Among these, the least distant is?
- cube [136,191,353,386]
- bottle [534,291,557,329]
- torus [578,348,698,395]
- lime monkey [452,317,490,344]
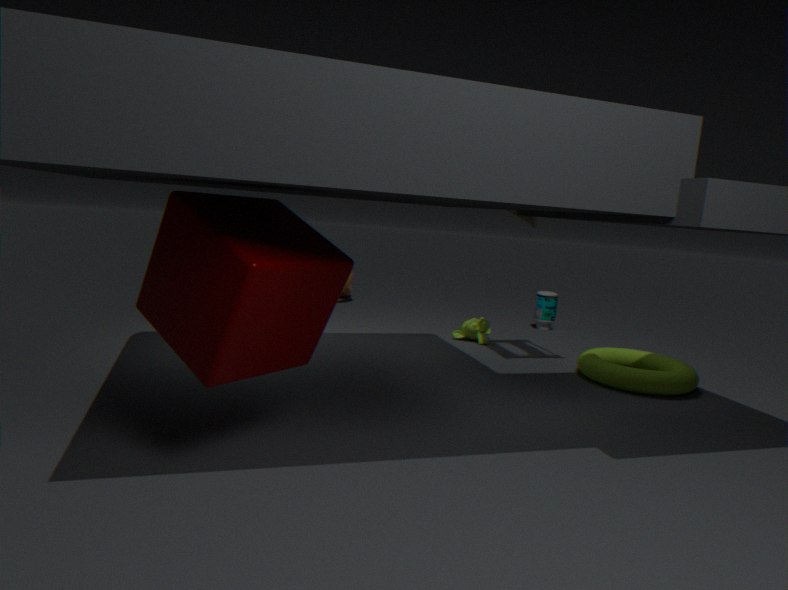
cube [136,191,353,386]
